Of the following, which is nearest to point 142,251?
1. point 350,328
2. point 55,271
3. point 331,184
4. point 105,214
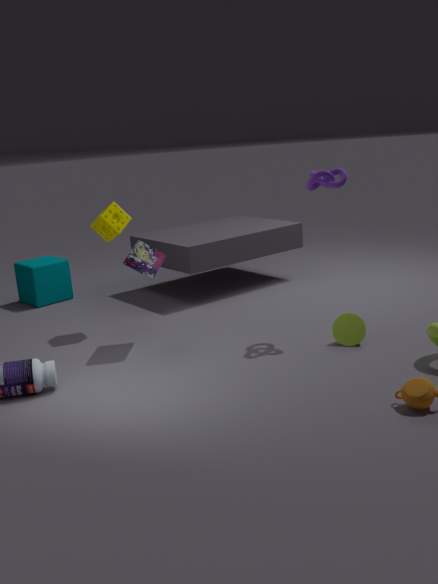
point 105,214
